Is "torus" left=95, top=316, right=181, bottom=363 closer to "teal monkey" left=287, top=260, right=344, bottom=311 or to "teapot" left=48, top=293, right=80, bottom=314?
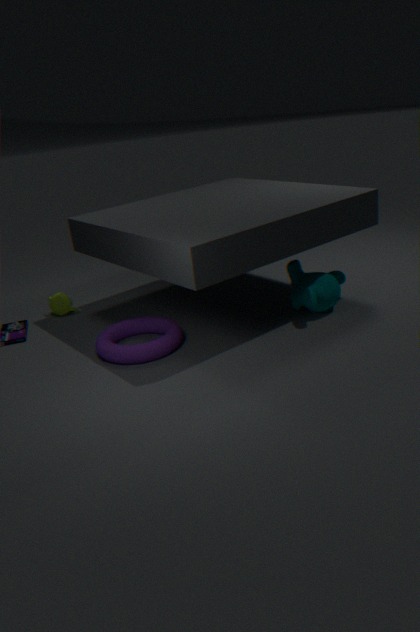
"teapot" left=48, top=293, right=80, bottom=314
